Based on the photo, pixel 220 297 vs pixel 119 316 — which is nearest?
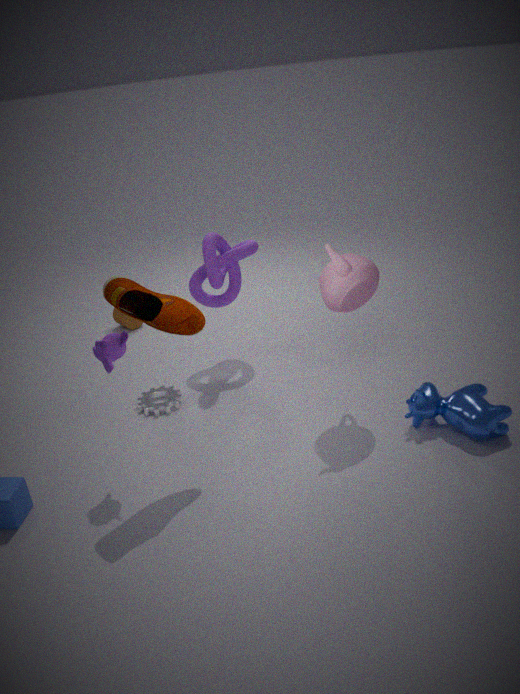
pixel 220 297
